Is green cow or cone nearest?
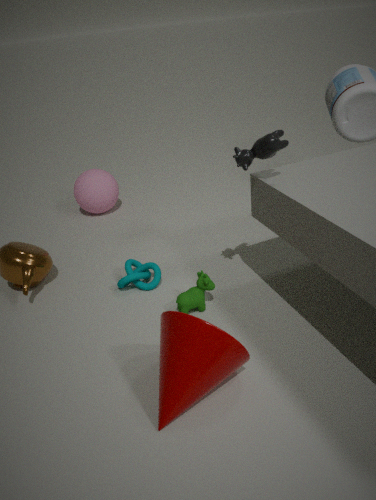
cone
